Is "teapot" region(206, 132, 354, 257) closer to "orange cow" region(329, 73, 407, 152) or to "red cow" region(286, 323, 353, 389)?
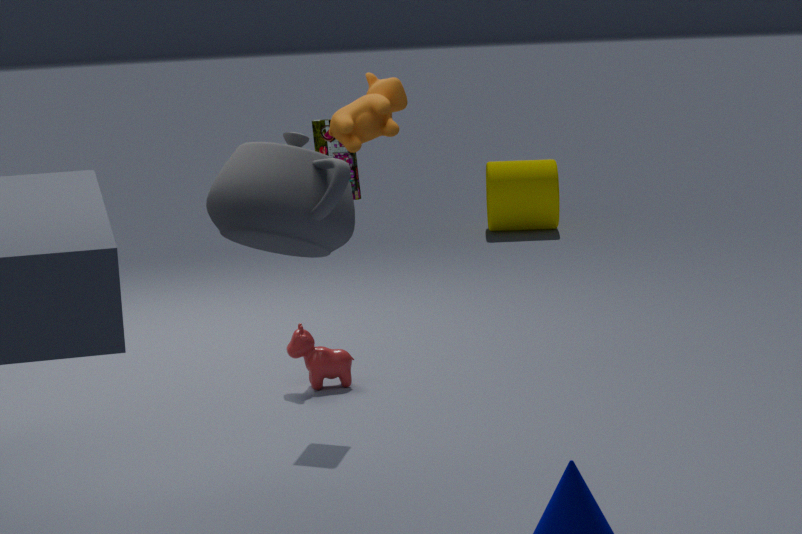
"orange cow" region(329, 73, 407, 152)
